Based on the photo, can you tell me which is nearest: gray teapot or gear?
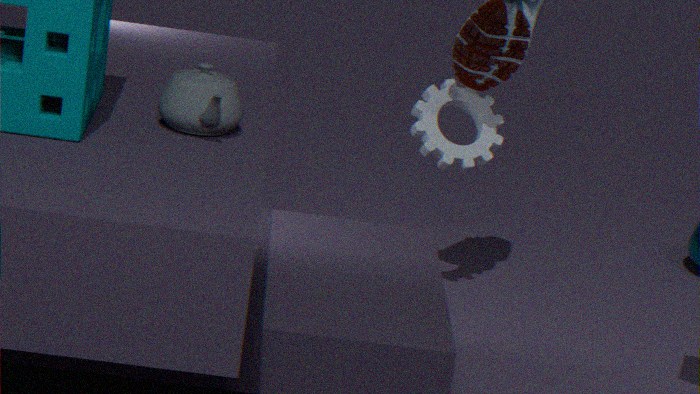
gray teapot
